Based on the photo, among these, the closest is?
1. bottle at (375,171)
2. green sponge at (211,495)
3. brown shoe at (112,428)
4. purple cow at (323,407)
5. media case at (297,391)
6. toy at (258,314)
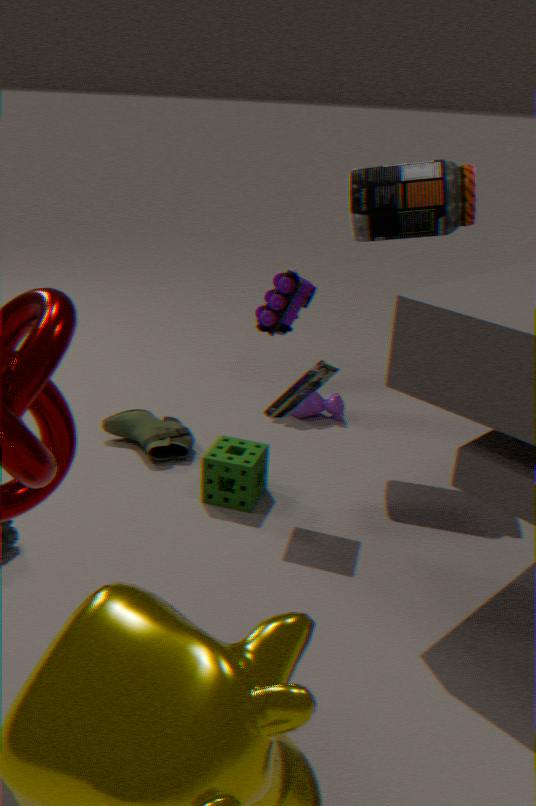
media case at (297,391)
